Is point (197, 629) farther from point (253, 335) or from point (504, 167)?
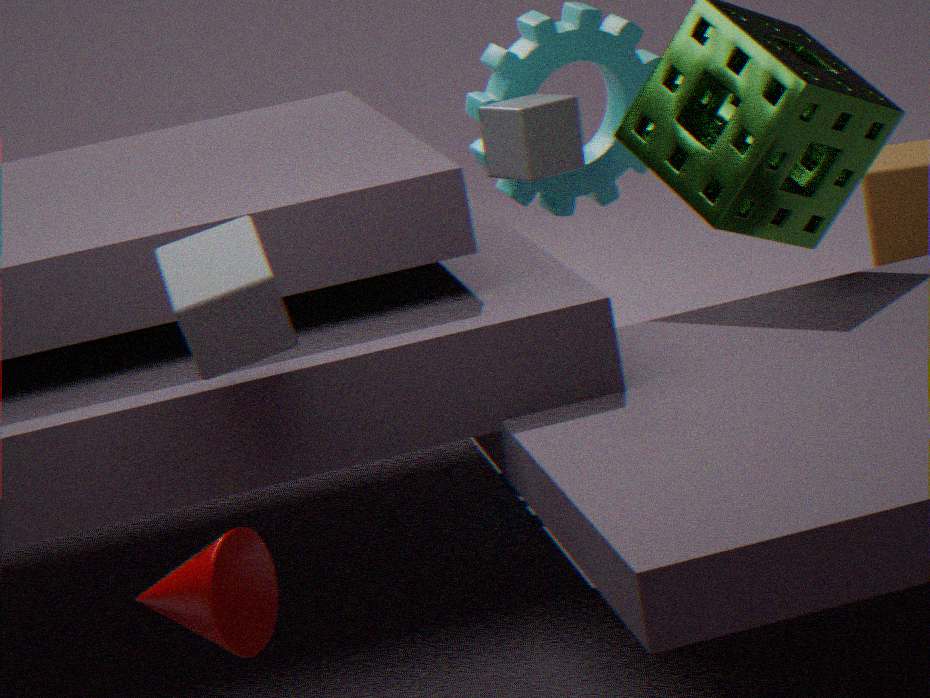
point (504, 167)
